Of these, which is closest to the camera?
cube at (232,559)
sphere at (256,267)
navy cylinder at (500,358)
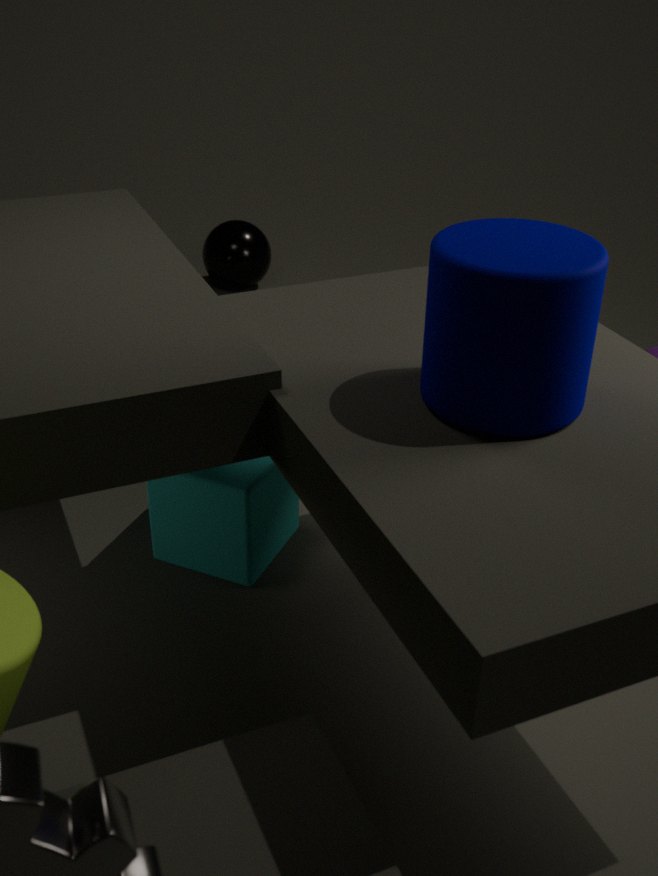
navy cylinder at (500,358)
